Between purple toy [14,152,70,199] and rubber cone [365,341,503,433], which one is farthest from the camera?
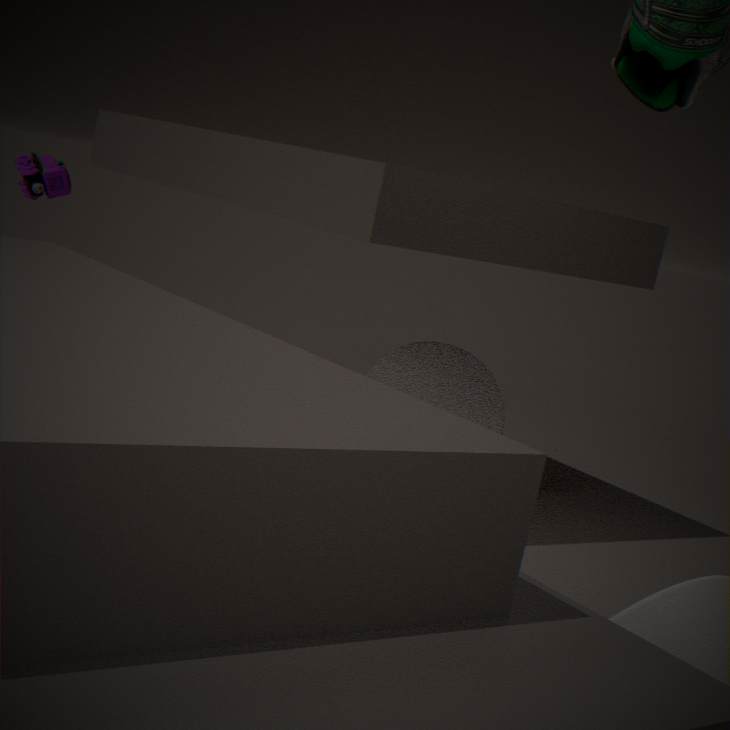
rubber cone [365,341,503,433]
